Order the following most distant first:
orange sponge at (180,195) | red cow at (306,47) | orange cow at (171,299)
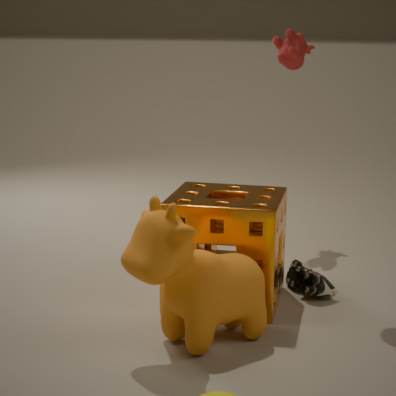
red cow at (306,47) → orange sponge at (180,195) → orange cow at (171,299)
